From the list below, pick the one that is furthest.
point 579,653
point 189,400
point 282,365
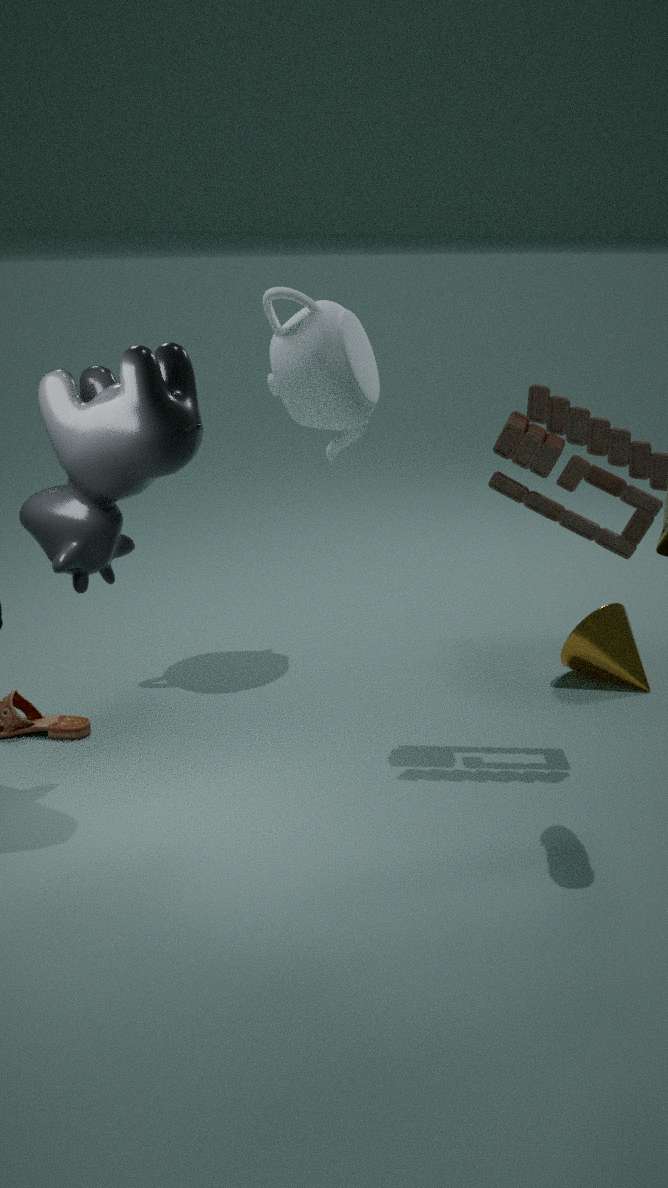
point 579,653
